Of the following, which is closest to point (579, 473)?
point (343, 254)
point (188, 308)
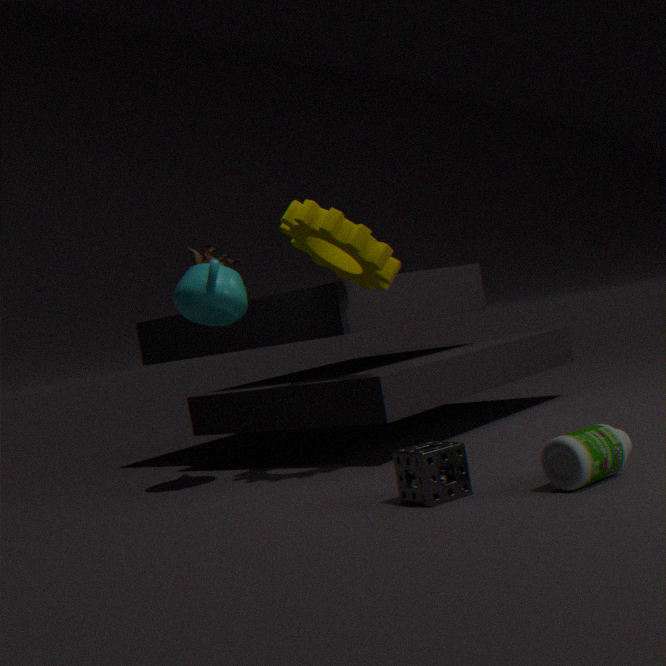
point (343, 254)
